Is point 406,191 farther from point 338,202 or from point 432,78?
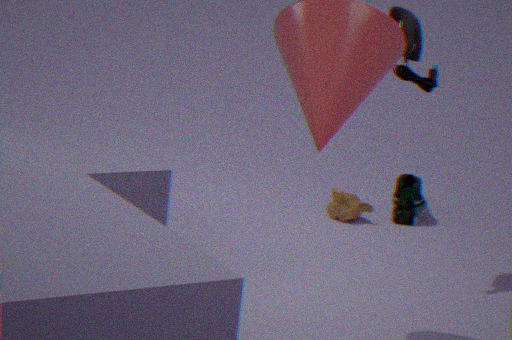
point 432,78
